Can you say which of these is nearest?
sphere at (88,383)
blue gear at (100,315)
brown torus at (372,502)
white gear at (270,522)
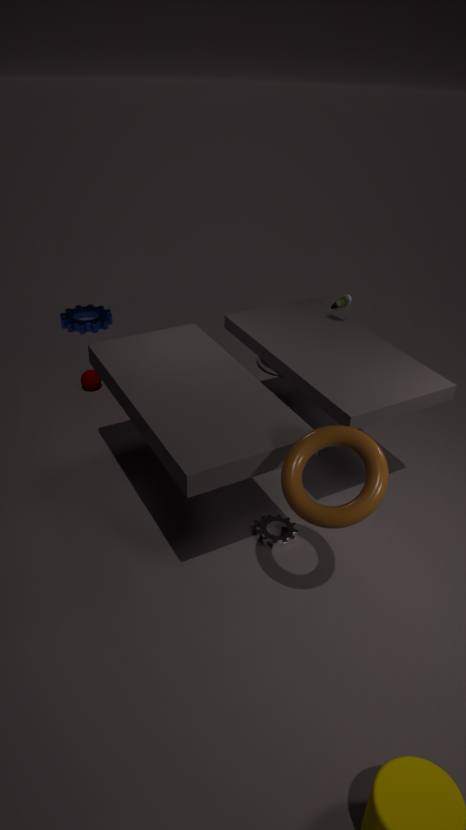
brown torus at (372,502)
